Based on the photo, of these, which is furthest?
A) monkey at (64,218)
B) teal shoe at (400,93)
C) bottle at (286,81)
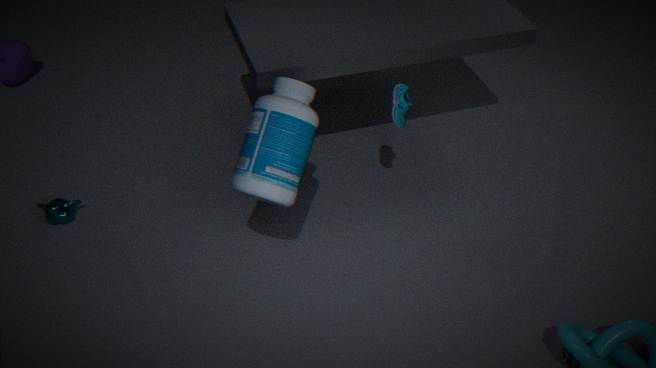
monkey at (64,218)
